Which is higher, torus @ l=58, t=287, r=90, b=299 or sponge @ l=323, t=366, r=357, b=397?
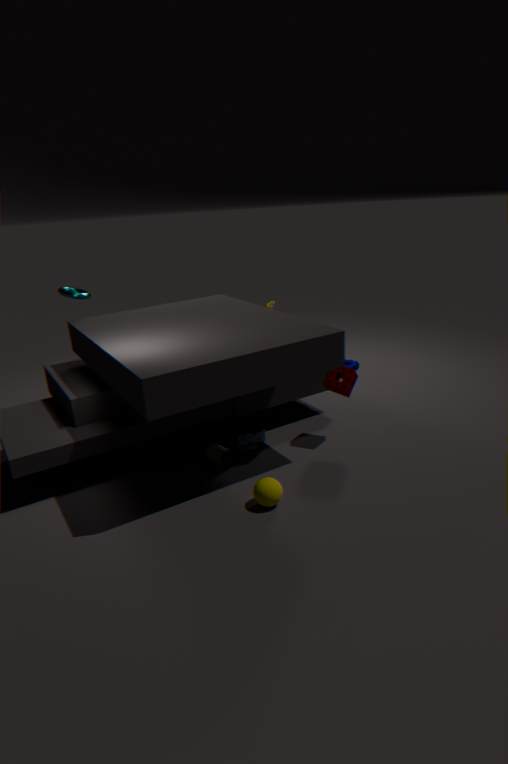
torus @ l=58, t=287, r=90, b=299
